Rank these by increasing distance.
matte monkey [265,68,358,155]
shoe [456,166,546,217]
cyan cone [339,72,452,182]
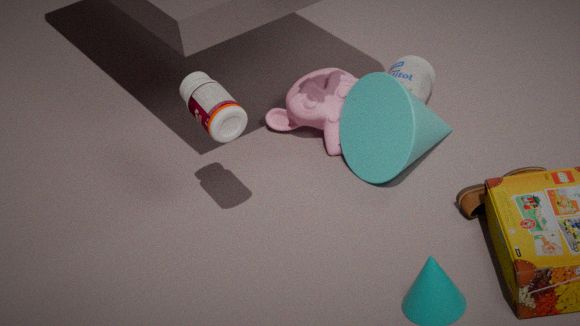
shoe [456,166,546,217] < cyan cone [339,72,452,182] < matte monkey [265,68,358,155]
